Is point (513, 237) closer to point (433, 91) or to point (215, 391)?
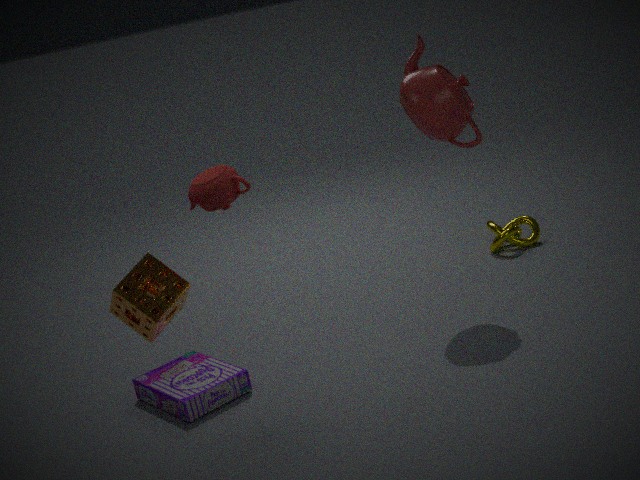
point (433, 91)
